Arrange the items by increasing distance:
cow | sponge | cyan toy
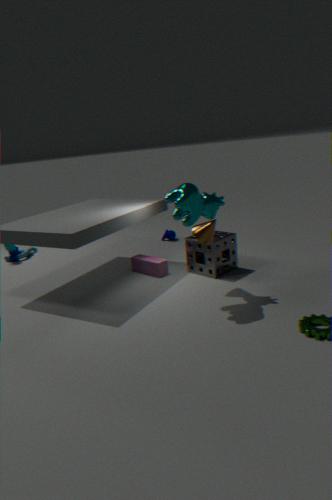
cow < sponge < cyan toy
